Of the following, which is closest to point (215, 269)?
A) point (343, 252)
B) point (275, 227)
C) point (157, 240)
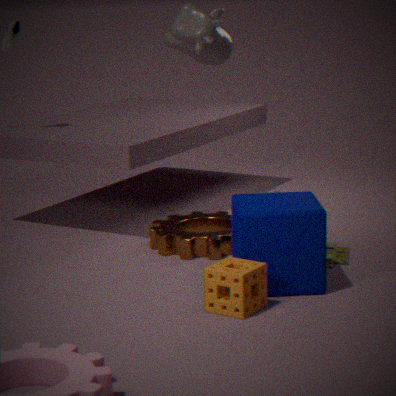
point (275, 227)
